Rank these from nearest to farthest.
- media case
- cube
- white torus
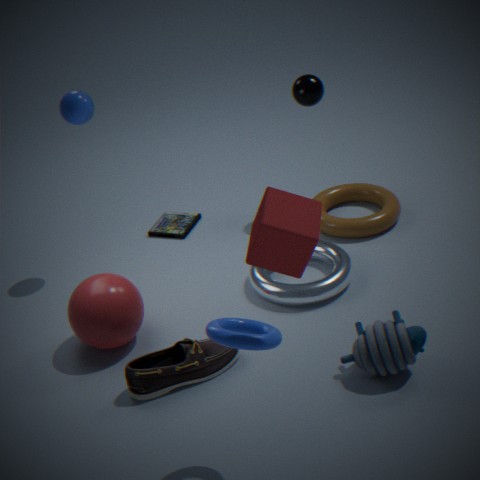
cube, white torus, media case
